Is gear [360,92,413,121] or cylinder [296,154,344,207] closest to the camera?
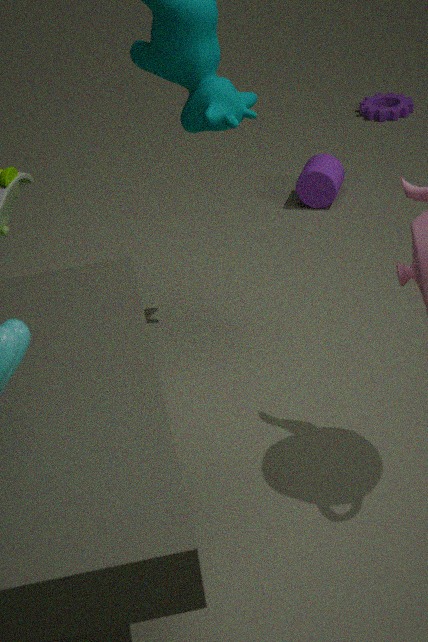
cylinder [296,154,344,207]
